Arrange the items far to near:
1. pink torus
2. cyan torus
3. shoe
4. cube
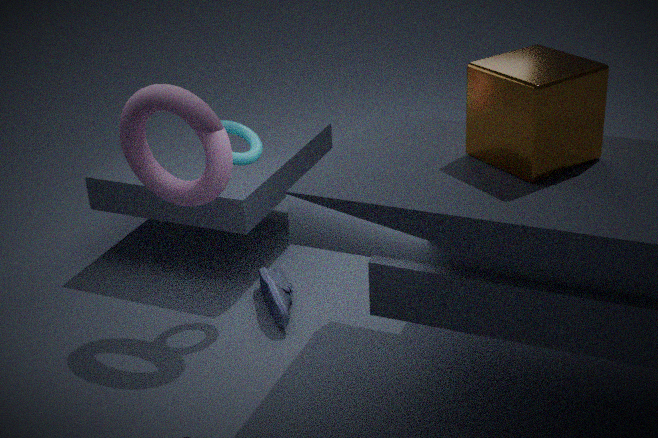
shoe → cyan torus → pink torus → cube
